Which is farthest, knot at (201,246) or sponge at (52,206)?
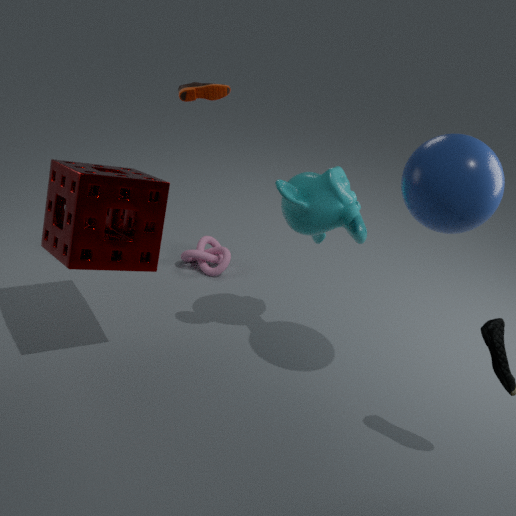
knot at (201,246)
